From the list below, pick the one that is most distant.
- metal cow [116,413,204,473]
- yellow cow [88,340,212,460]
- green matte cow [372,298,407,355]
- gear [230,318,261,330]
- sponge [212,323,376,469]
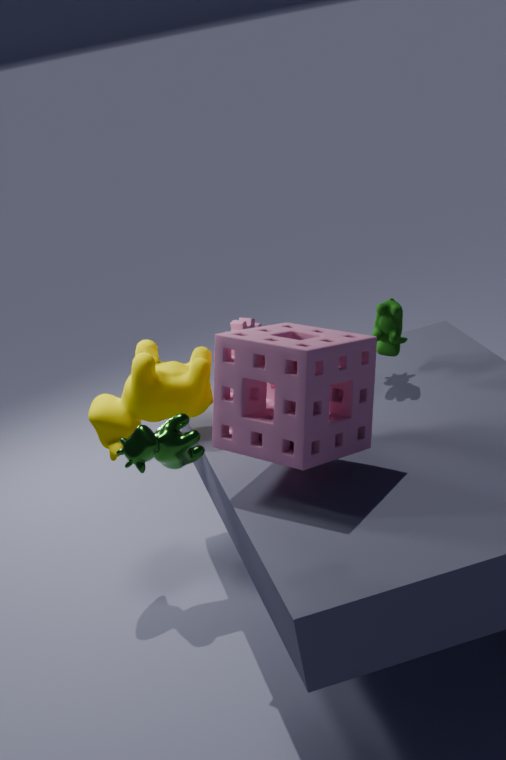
green matte cow [372,298,407,355]
